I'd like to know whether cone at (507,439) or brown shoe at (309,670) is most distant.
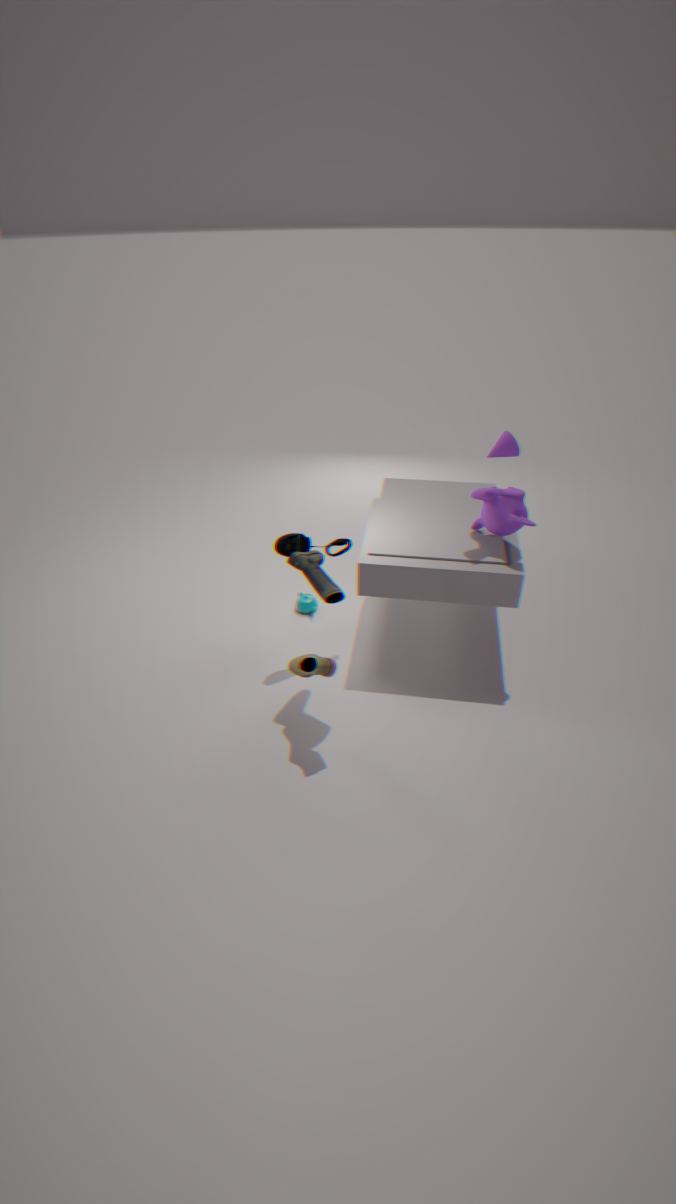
cone at (507,439)
